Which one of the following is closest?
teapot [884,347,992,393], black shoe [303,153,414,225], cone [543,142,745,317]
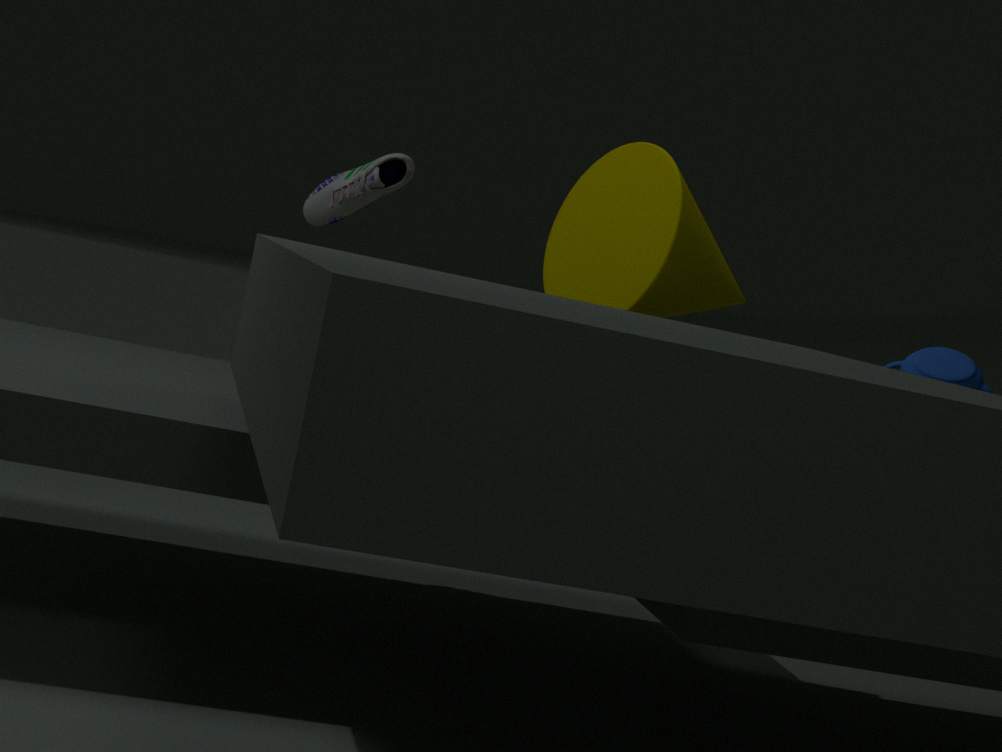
teapot [884,347,992,393]
